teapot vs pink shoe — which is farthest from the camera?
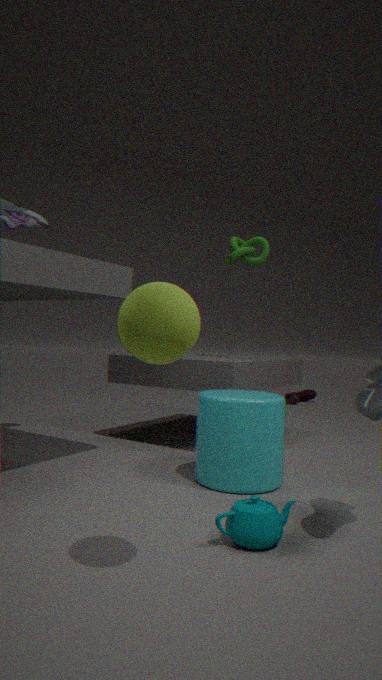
pink shoe
